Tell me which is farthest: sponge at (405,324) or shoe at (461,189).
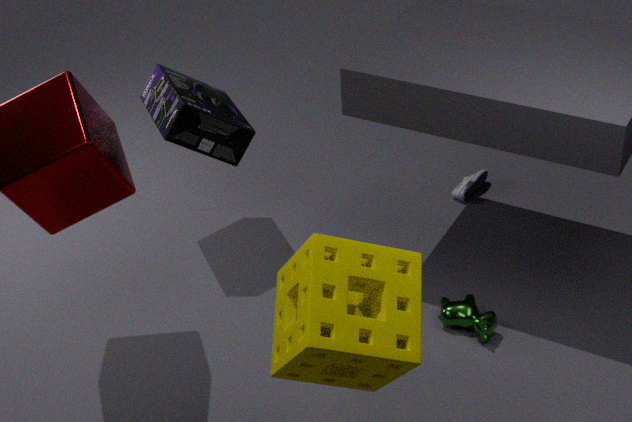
shoe at (461,189)
